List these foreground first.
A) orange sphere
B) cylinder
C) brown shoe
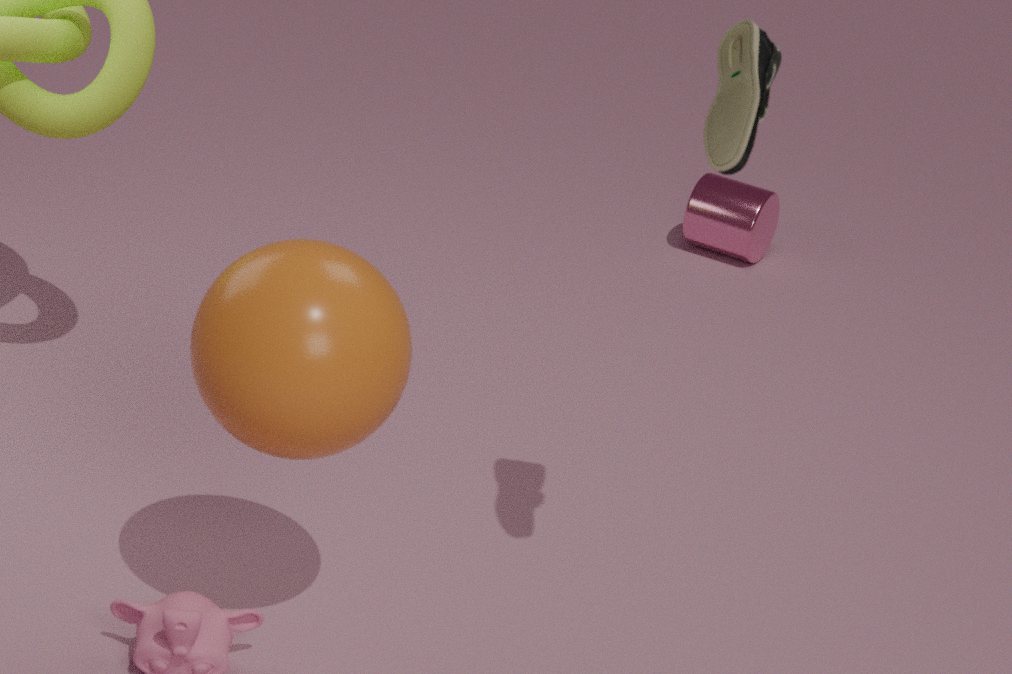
C. brown shoe < A. orange sphere < B. cylinder
